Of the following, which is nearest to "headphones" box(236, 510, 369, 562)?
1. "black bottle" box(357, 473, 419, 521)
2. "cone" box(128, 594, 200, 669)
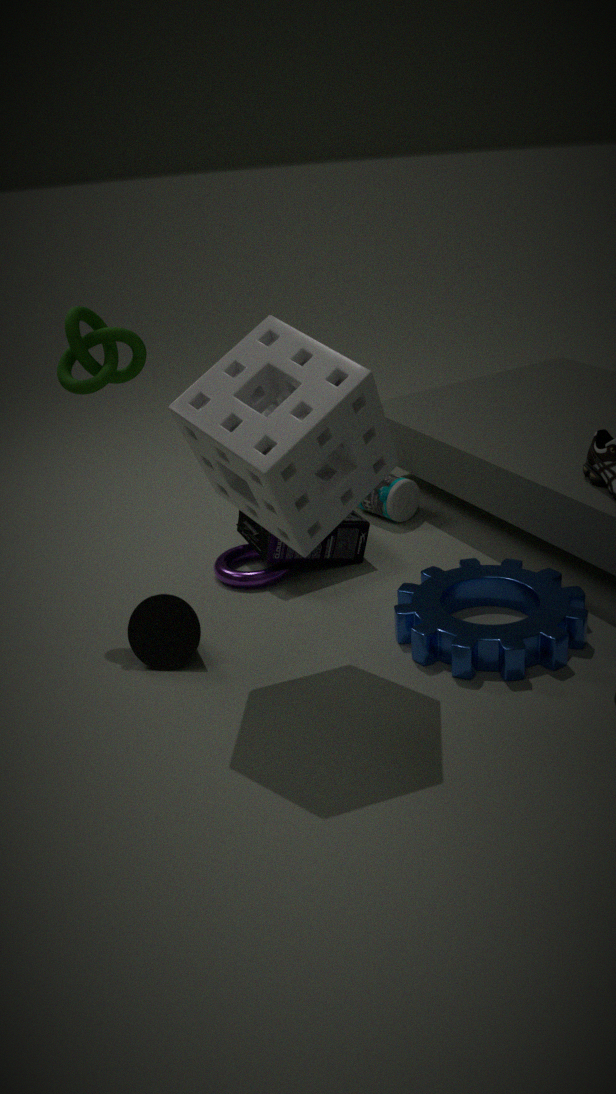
"black bottle" box(357, 473, 419, 521)
